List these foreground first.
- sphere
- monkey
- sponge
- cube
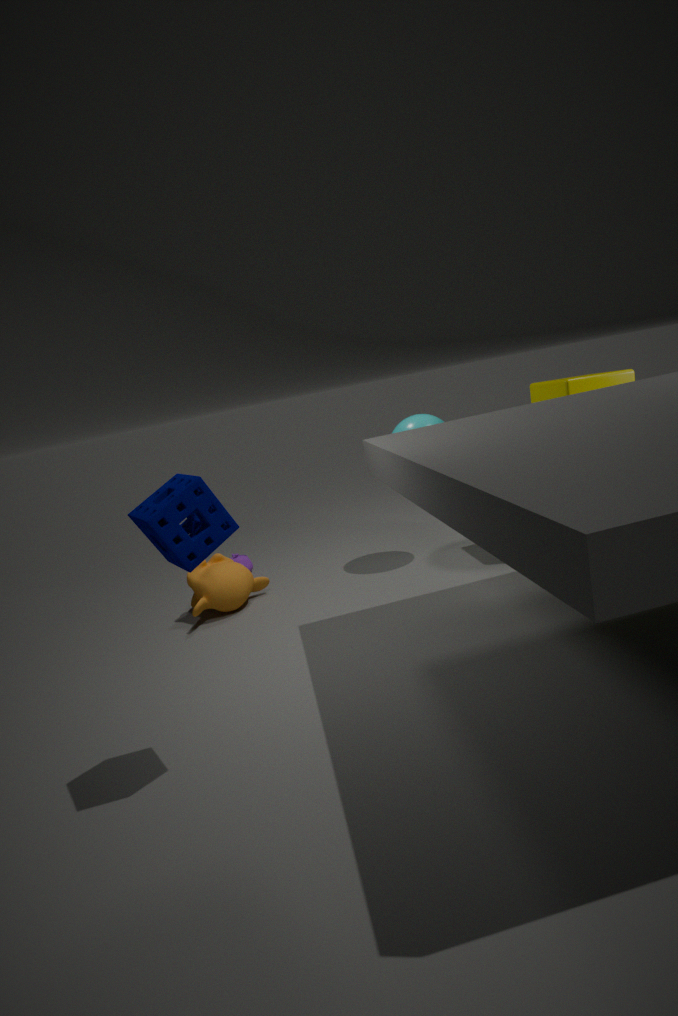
sponge, cube, monkey, sphere
